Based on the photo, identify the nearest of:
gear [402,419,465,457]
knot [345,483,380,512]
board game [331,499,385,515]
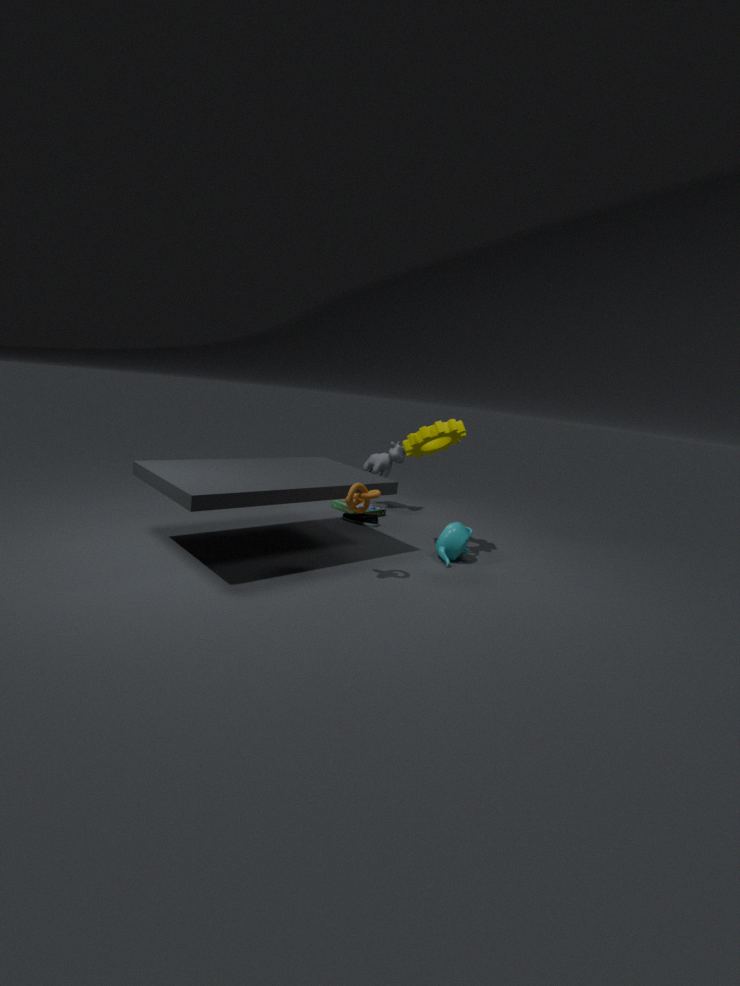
knot [345,483,380,512]
